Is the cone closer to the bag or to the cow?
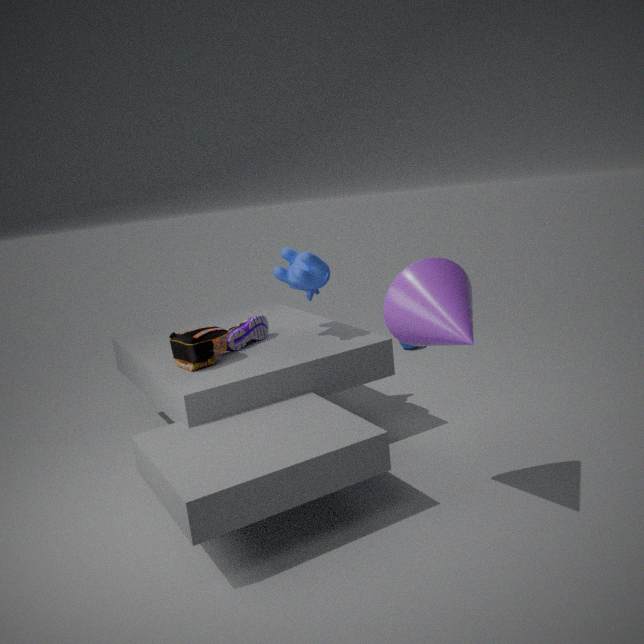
the cow
